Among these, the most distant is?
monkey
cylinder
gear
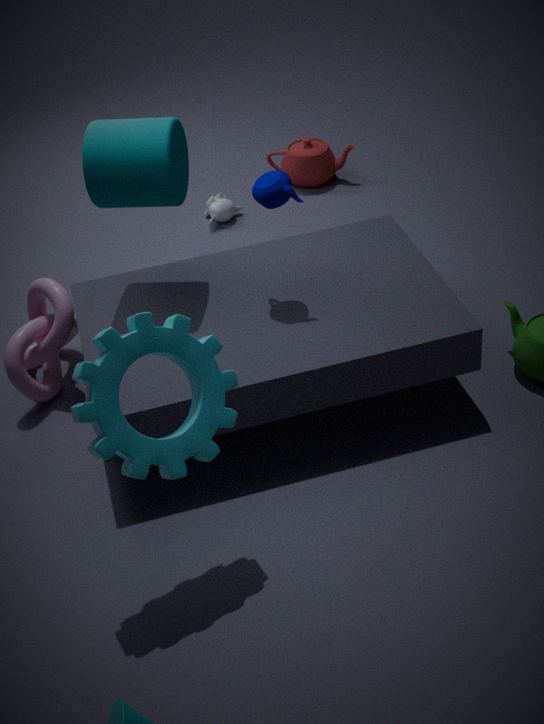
monkey
